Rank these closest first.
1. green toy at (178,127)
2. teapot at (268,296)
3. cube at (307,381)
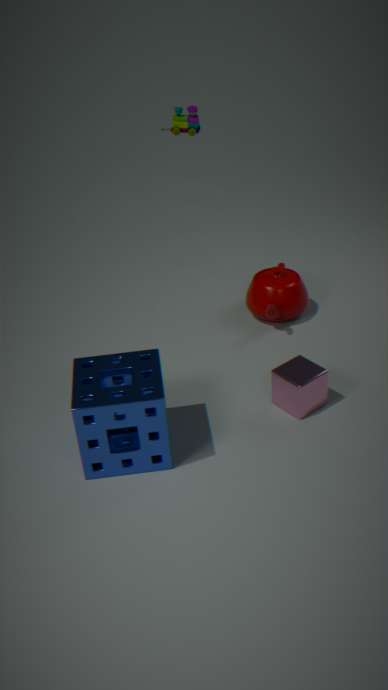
1. cube at (307,381)
2. green toy at (178,127)
3. teapot at (268,296)
